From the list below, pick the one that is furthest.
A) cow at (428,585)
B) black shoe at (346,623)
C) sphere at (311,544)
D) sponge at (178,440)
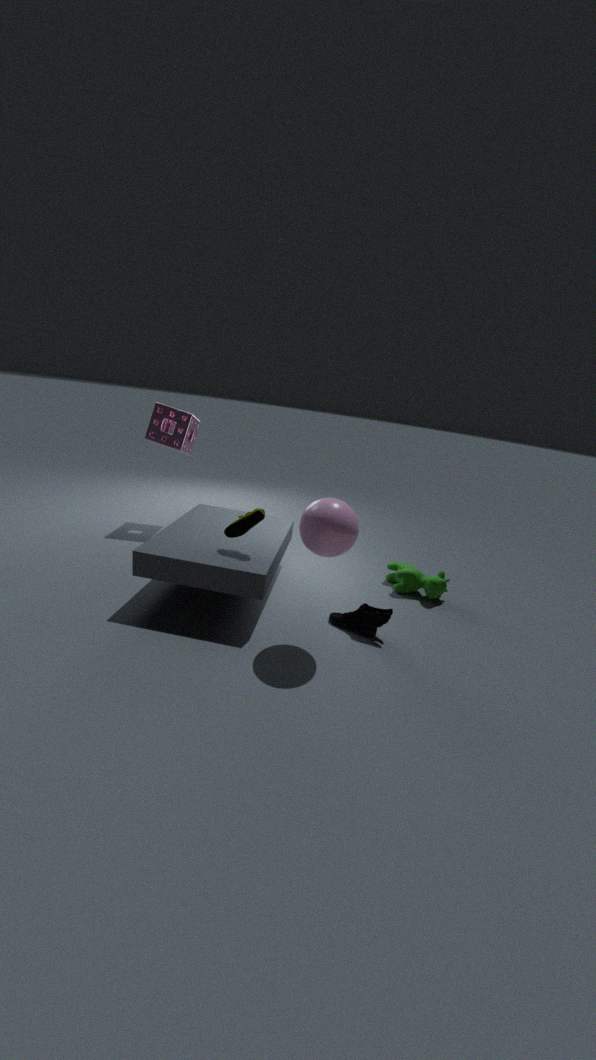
sponge at (178,440)
